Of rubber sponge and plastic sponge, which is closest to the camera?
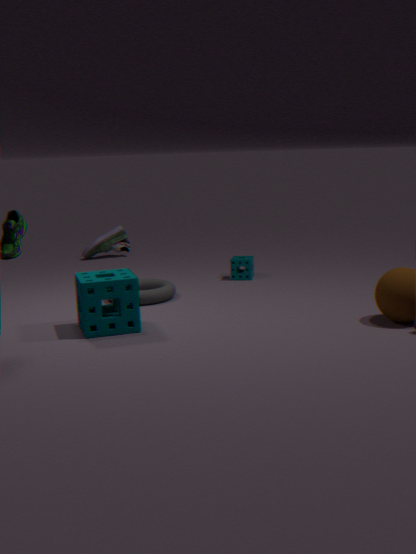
rubber sponge
